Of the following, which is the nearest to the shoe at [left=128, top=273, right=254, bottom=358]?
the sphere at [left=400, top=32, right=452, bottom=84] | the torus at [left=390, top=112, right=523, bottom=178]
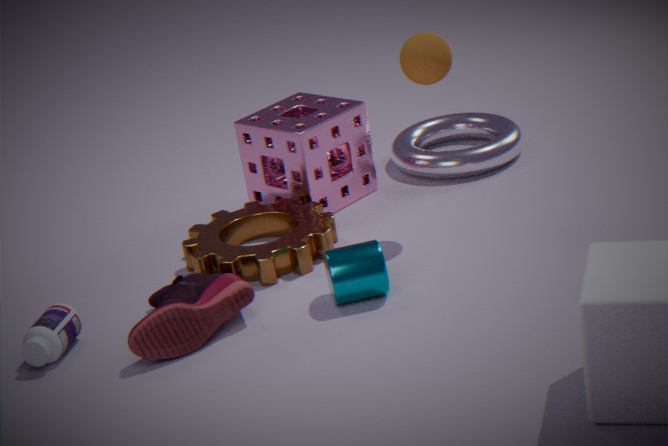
the sphere at [left=400, top=32, right=452, bottom=84]
